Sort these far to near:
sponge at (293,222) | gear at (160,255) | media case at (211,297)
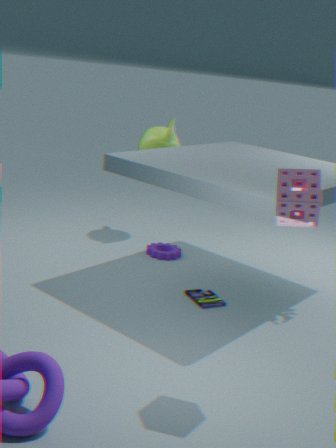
gear at (160,255) < media case at (211,297) < sponge at (293,222)
